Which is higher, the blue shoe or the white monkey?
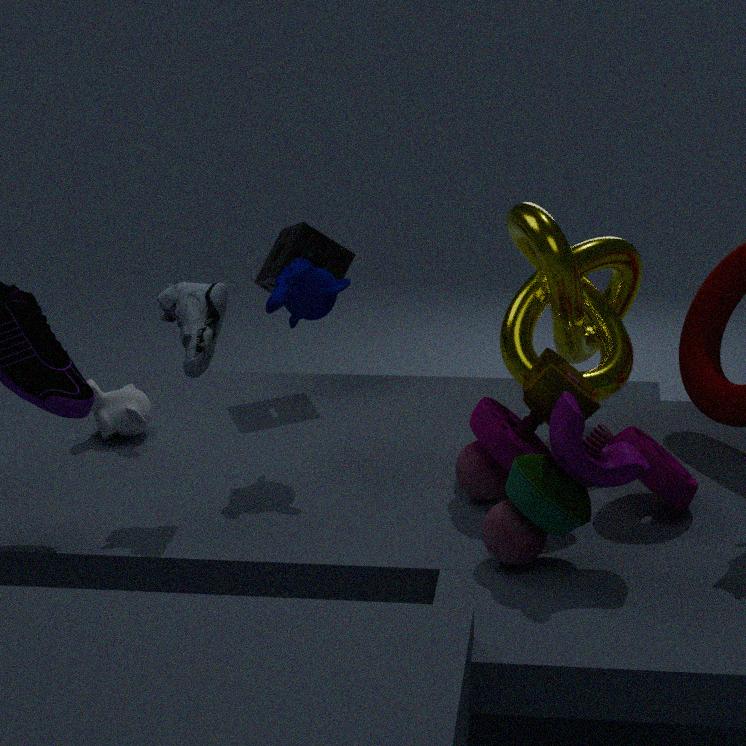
the blue shoe
